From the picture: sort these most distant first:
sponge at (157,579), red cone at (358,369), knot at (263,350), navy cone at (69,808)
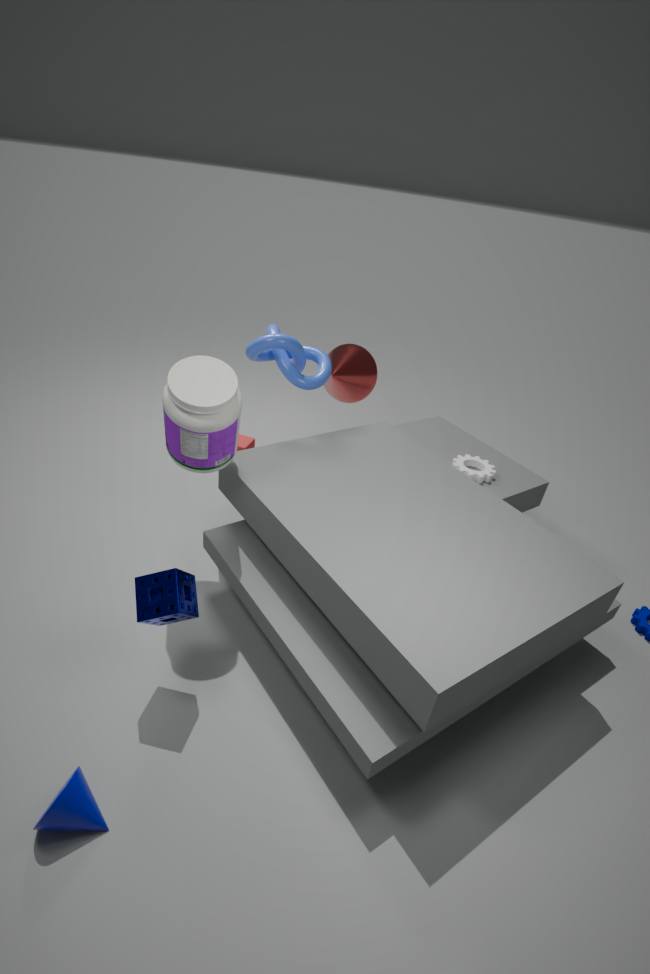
red cone at (358,369)
knot at (263,350)
sponge at (157,579)
navy cone at (69,808)
